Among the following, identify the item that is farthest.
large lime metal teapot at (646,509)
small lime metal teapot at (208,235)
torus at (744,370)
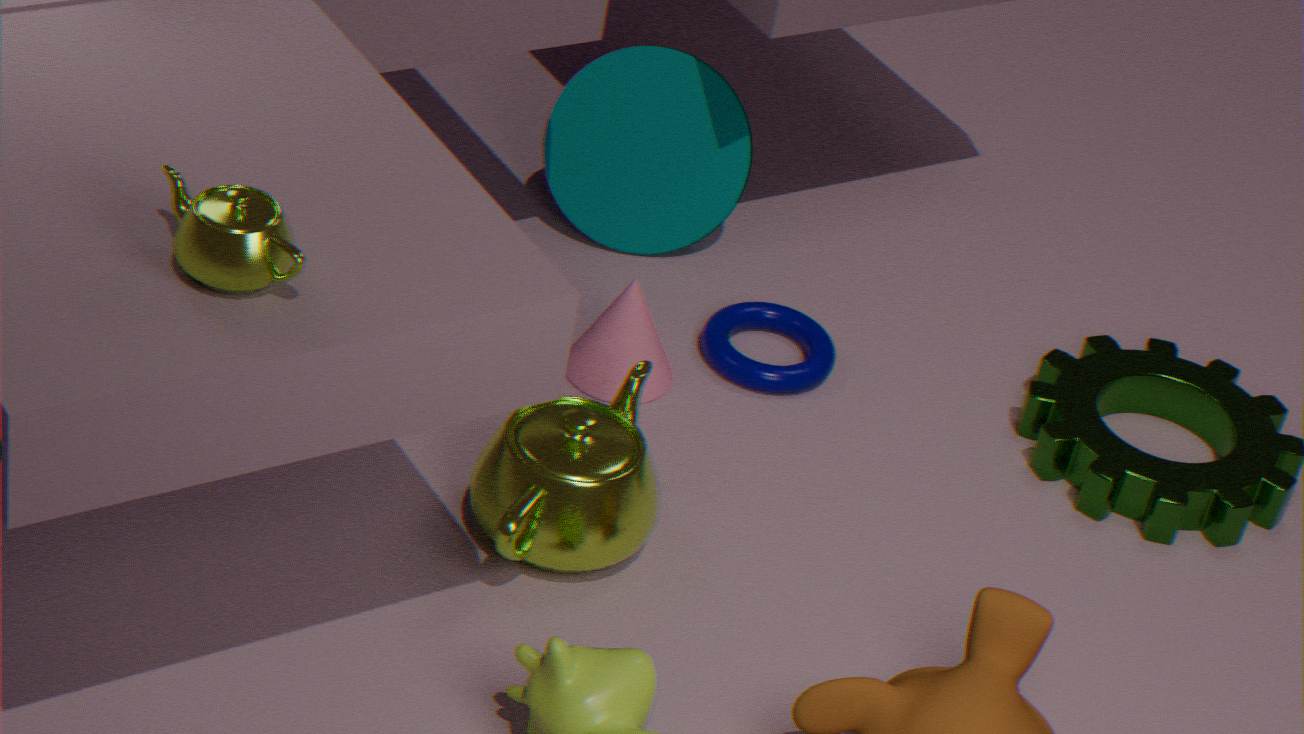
torus at (744,370)
